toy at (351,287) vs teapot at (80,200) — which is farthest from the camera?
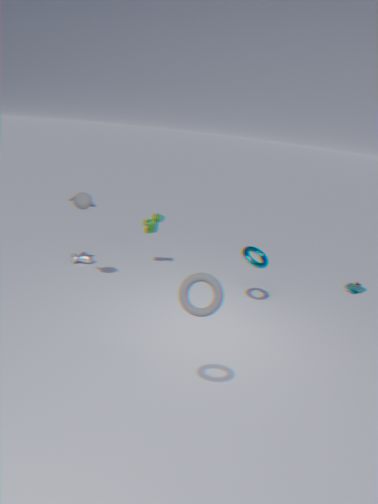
toy at (351,287)
